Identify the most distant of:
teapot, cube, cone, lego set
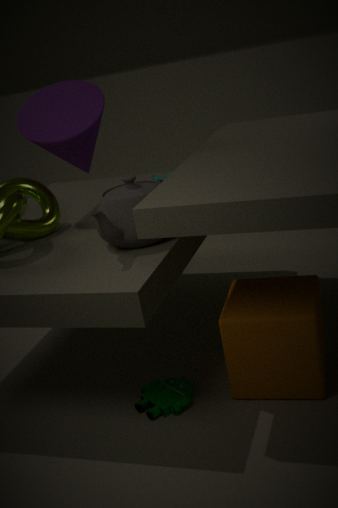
cone
